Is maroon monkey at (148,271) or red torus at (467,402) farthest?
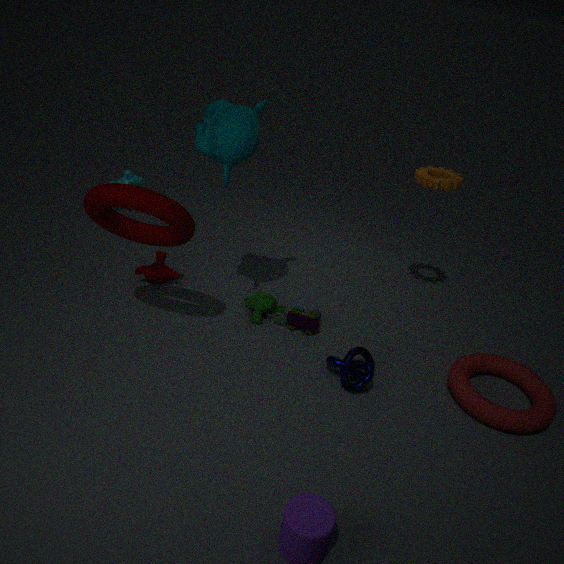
maroon monkey at (148,271)
